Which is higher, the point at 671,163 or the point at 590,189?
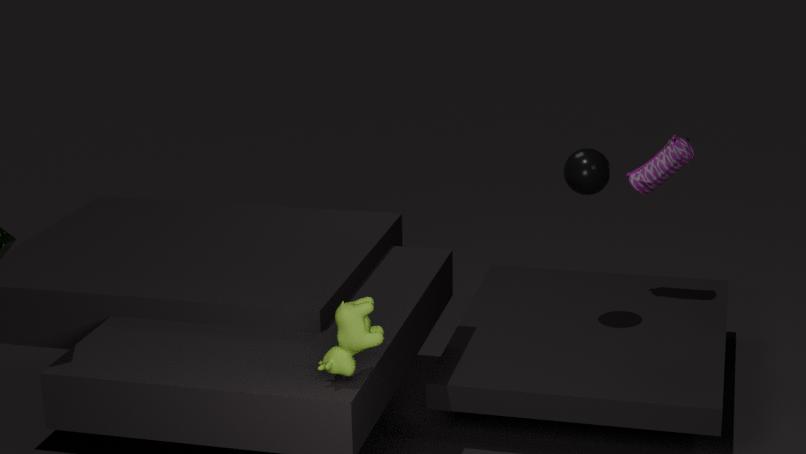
the point at 590,189
